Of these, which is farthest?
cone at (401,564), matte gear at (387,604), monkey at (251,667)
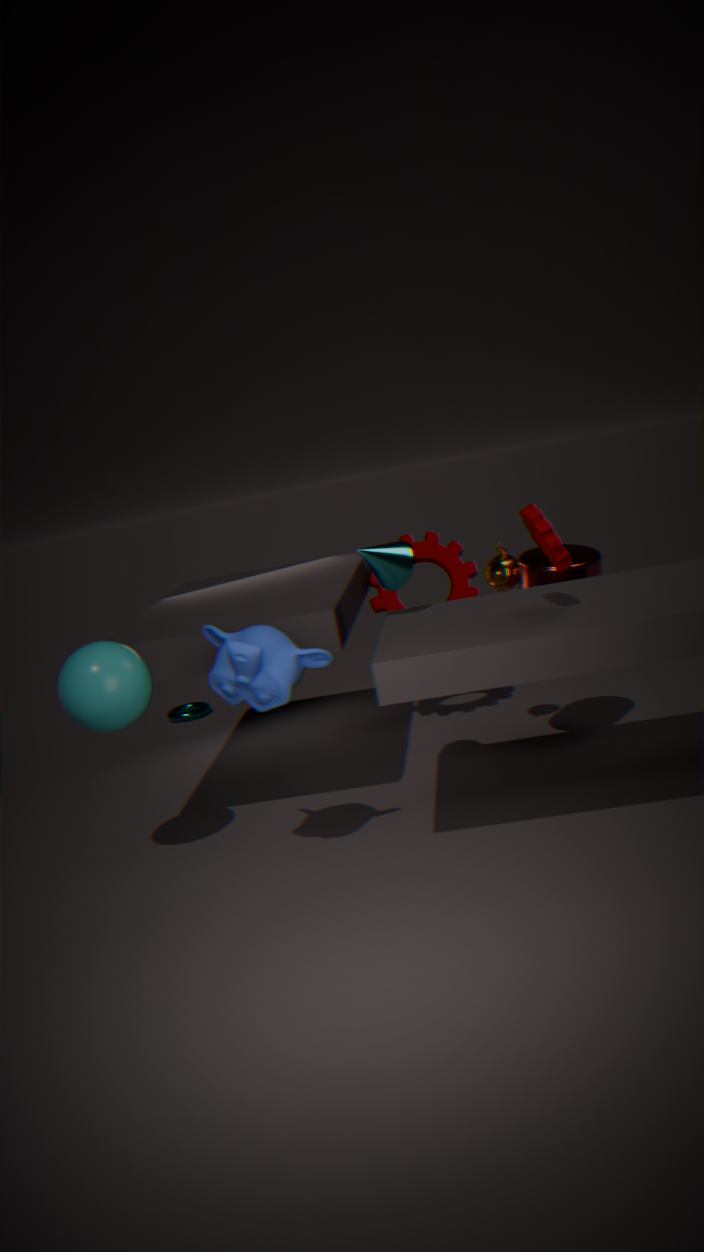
matte gear at (387,604)
